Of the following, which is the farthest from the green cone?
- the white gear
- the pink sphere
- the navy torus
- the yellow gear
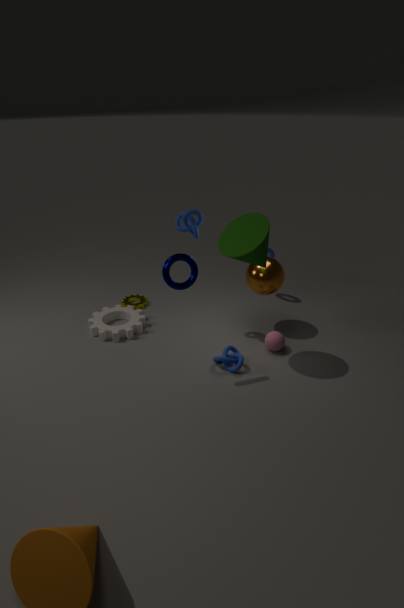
the yellow gear
